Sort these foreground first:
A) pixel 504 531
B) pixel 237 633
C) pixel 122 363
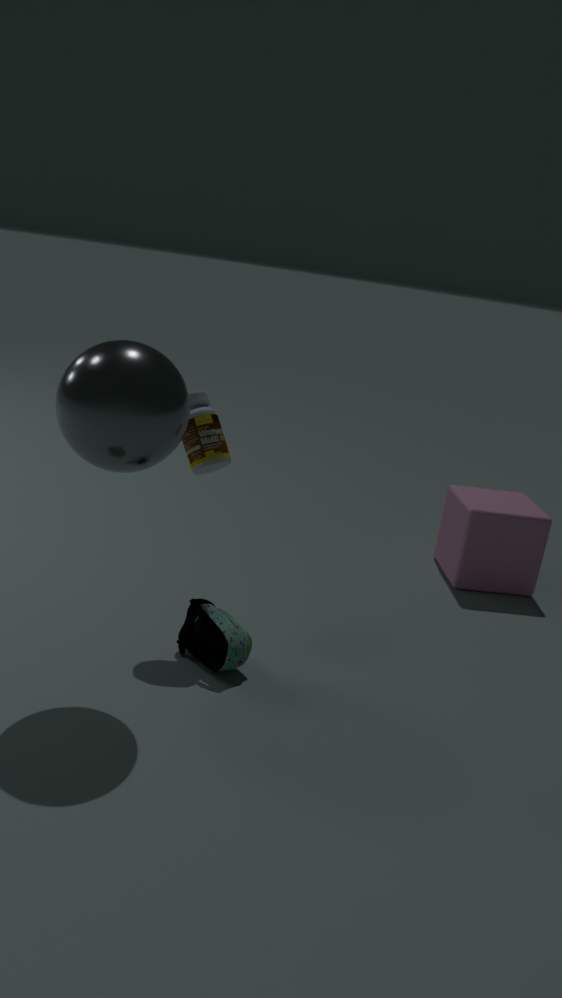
pixel 122 363
pixel 237 633
pixel 504 531
